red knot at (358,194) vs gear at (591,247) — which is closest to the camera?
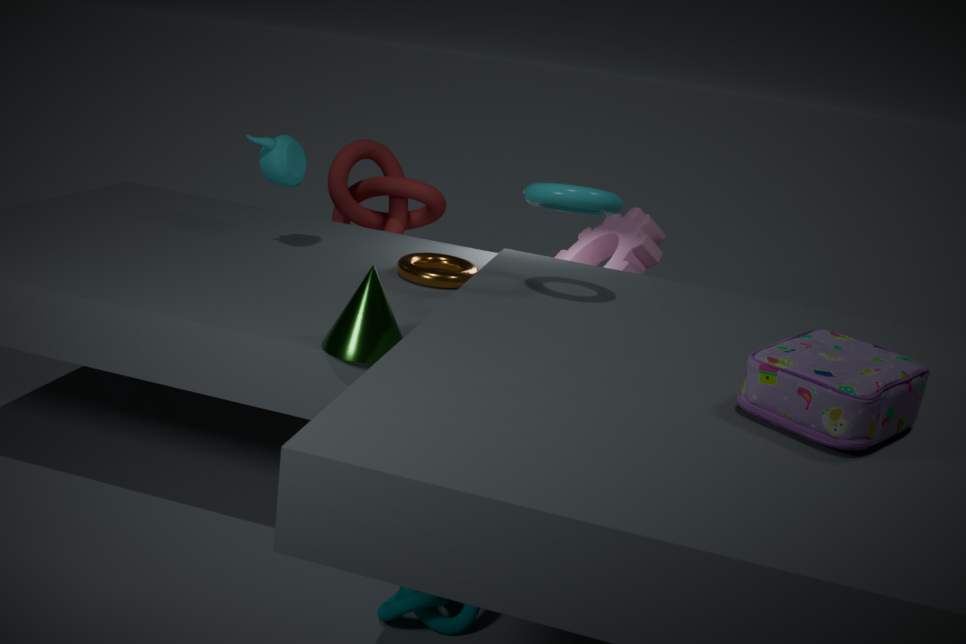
gear at (591,247)
